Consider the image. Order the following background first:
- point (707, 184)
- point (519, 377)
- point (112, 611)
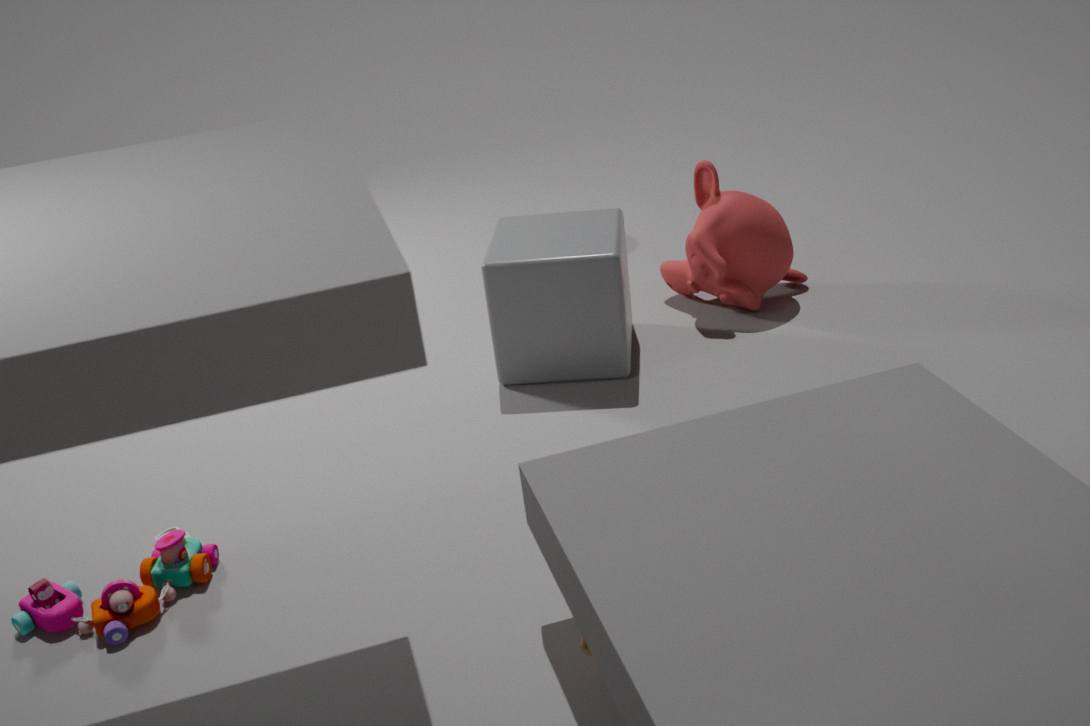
point (707, 184) < point (519, 377) < point (112, 611)
